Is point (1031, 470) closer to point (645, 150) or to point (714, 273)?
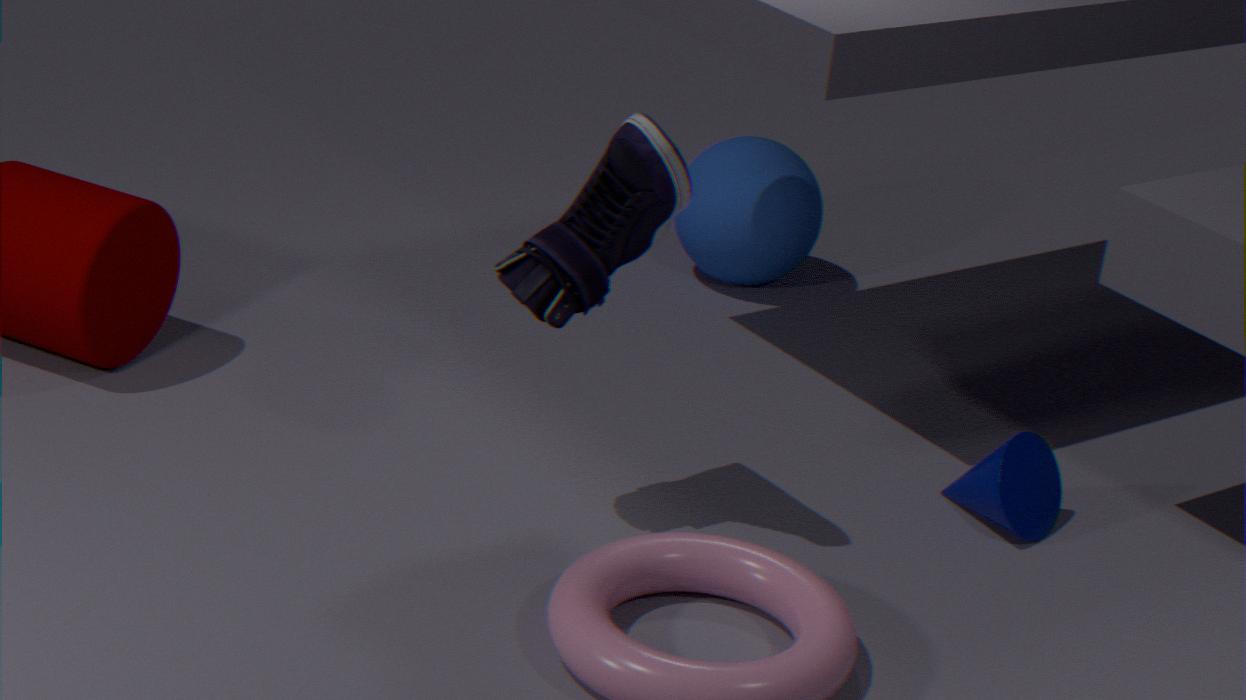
point (645, 150)
